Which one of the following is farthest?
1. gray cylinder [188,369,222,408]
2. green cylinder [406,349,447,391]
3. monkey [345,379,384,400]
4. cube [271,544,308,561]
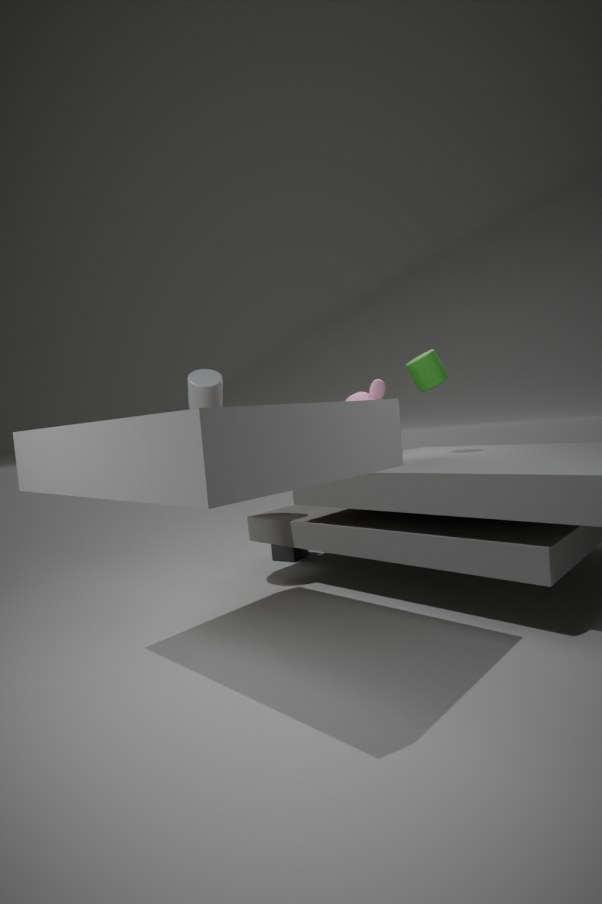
cube [271,544,308,561]
